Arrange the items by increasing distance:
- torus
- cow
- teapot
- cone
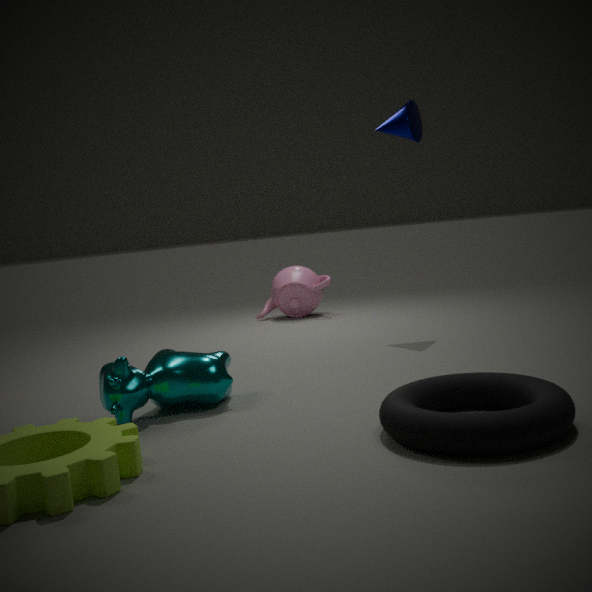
torus → cow → cone → teapot
